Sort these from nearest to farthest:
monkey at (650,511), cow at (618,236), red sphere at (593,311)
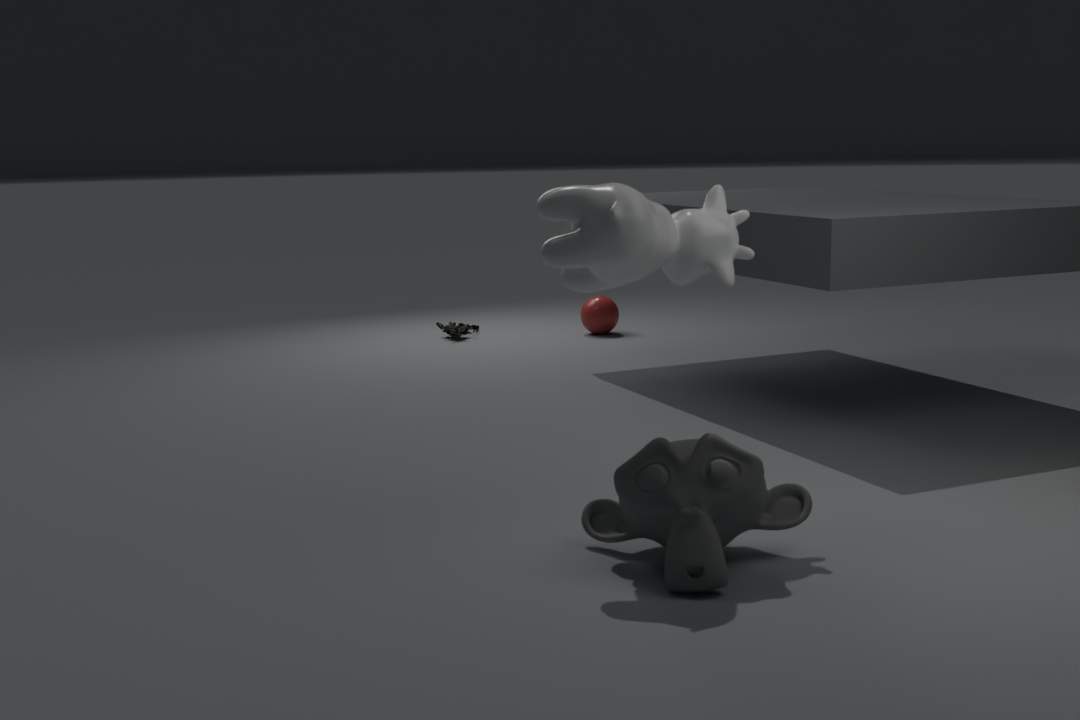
monkey at (650,511), cow at (618,236), red sphere at (593,311)
